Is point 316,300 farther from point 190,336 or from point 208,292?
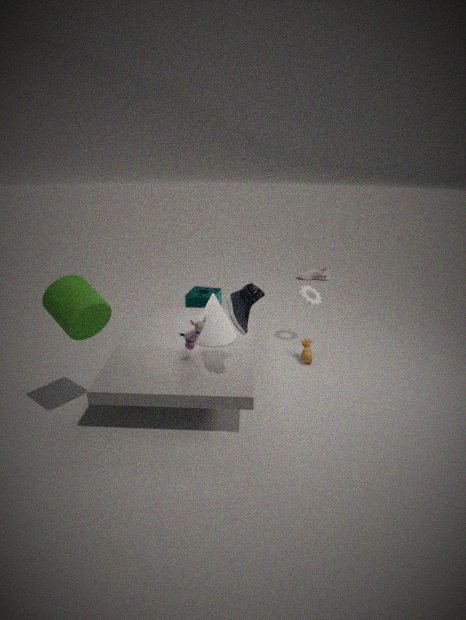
point 190,336
